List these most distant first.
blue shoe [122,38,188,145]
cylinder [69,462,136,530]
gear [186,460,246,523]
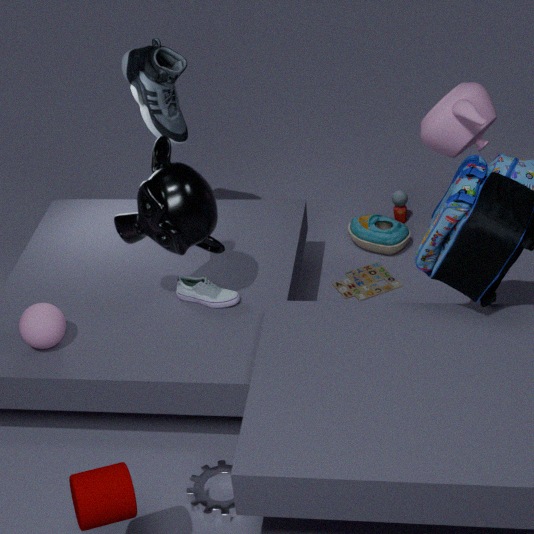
blue shoe [122,38,188,145], gear [186,460,246,523], cylinder [69,462,136,530]
